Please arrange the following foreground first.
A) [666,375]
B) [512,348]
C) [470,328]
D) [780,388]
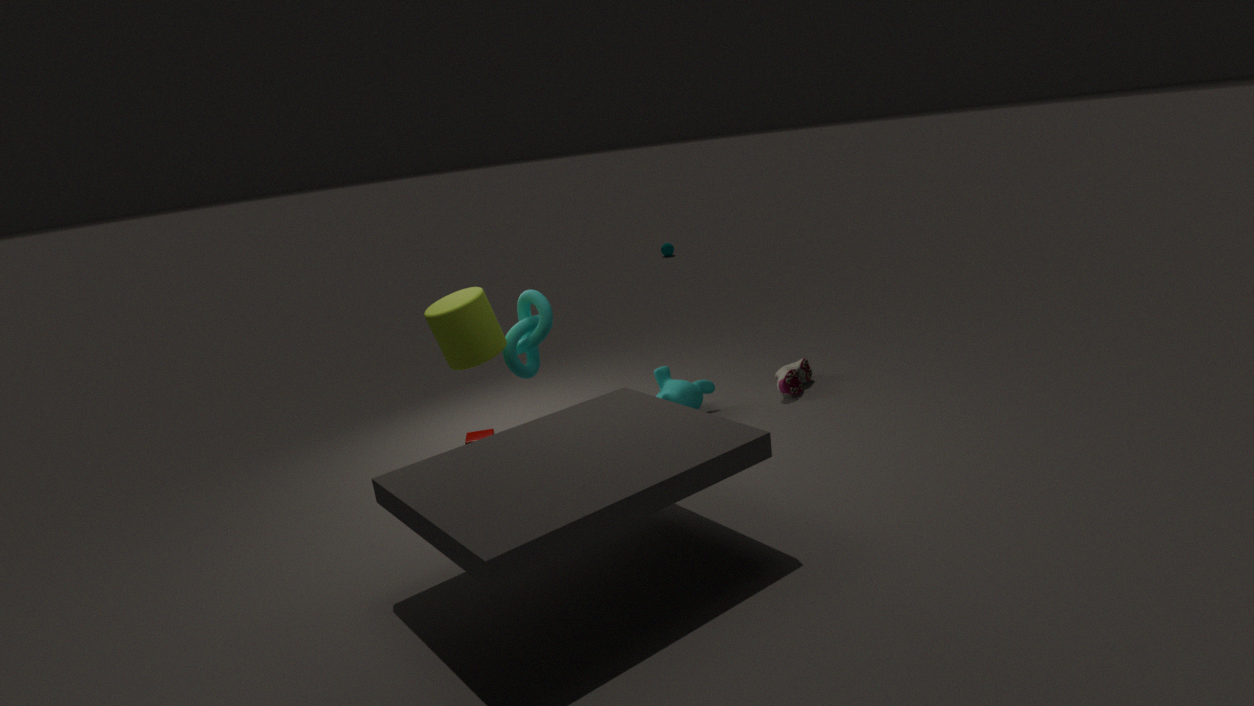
[470,328]
[512,348]
[780,388]
[666,375]
